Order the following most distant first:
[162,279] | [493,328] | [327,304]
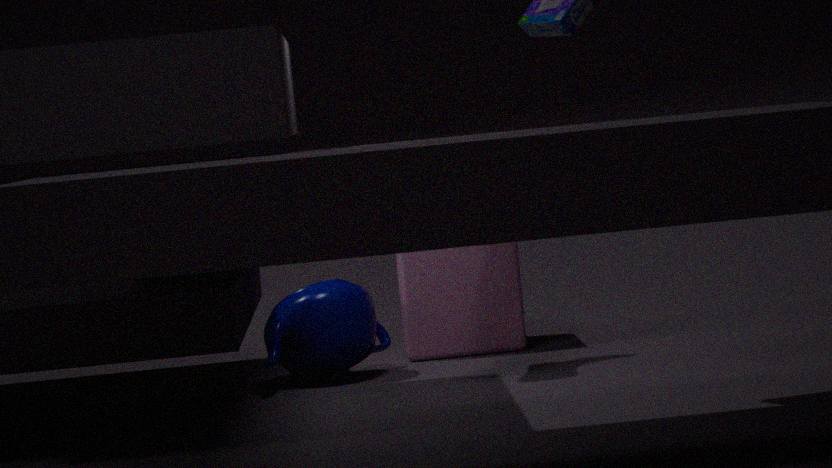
1. [493,328]
2. [327,304]
3. [162,279]
